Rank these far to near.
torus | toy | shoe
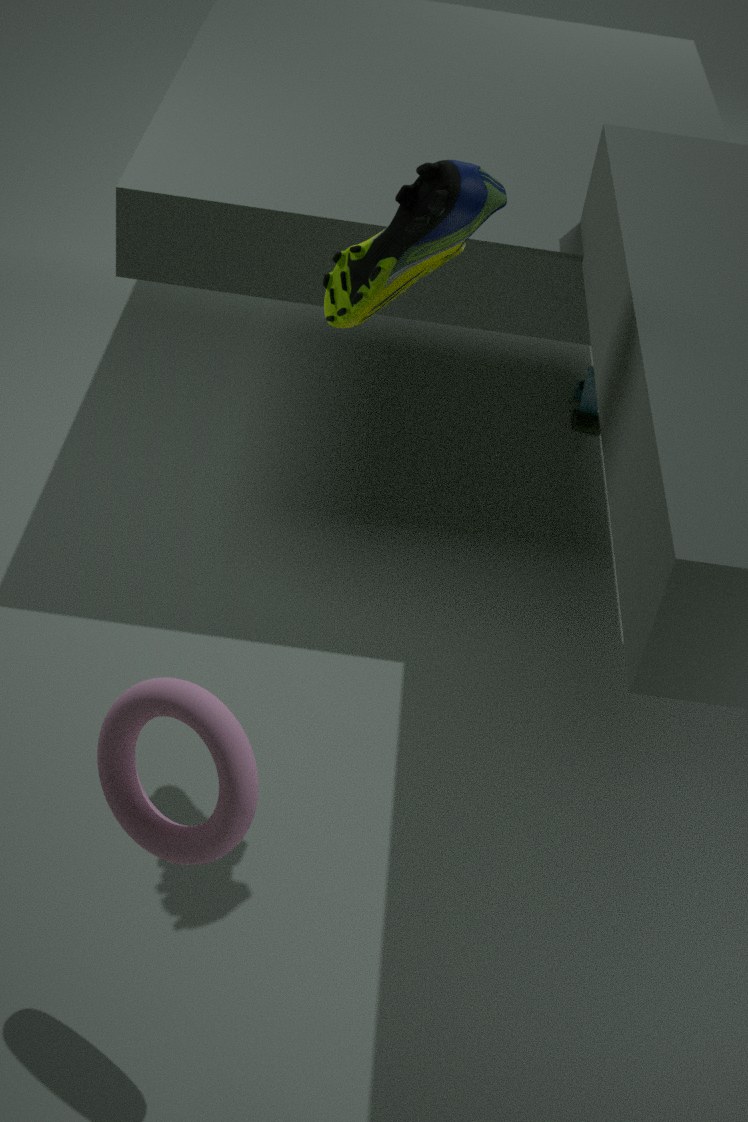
toy, shoe, torus
